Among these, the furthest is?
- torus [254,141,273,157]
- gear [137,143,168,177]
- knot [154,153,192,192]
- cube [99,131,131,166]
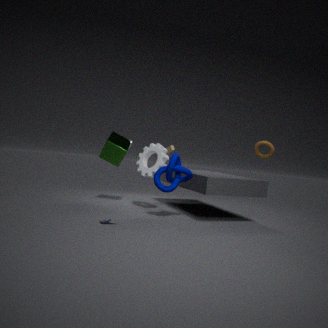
cube [99,131,131,166]
